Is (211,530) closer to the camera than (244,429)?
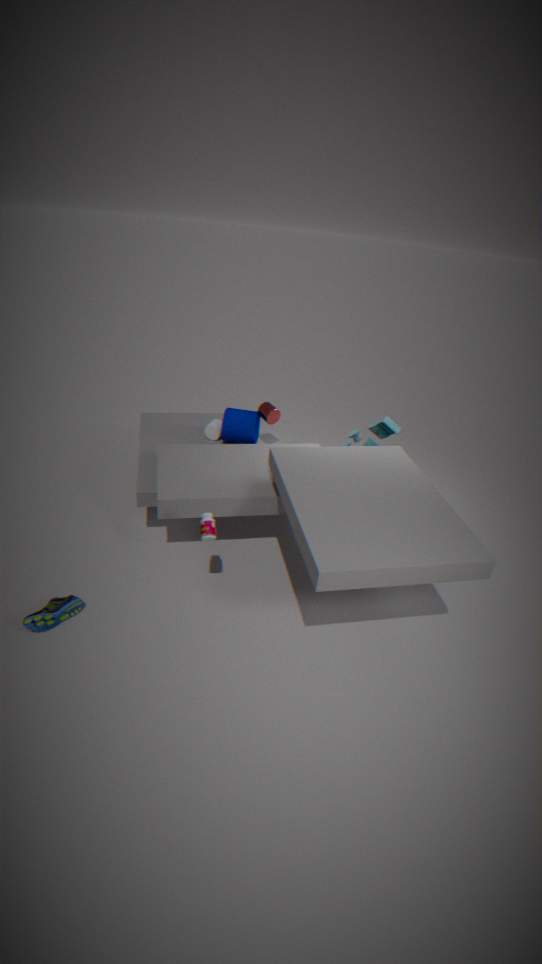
Yes
